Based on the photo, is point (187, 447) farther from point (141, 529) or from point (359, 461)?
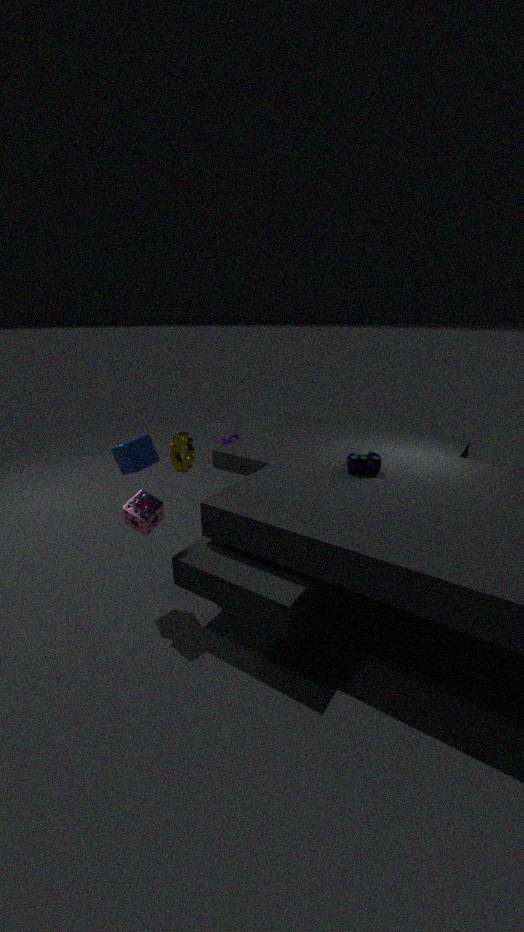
point (359, 461)
